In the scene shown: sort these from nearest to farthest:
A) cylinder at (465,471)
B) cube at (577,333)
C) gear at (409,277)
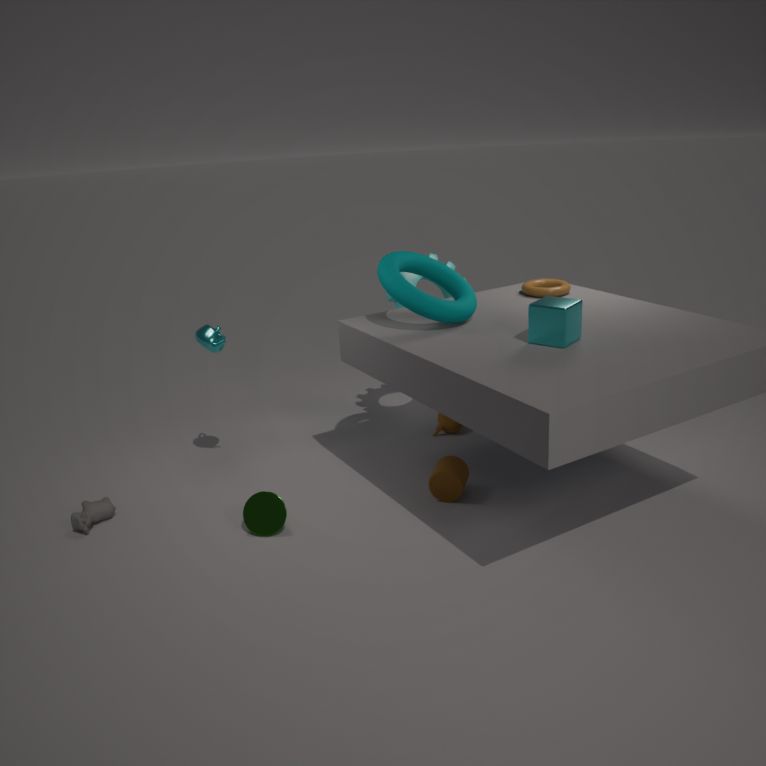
cube at (577,333), cylinder at (465,471), gear at (409,277)
